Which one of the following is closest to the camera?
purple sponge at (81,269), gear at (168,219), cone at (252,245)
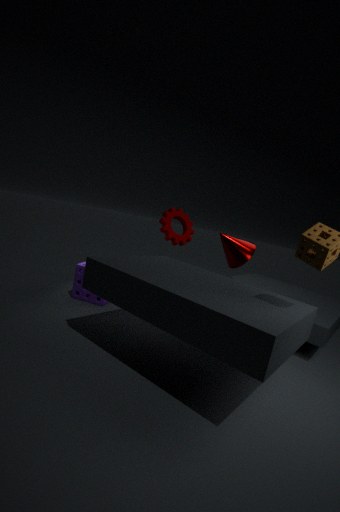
purple sponge at (81,269)
